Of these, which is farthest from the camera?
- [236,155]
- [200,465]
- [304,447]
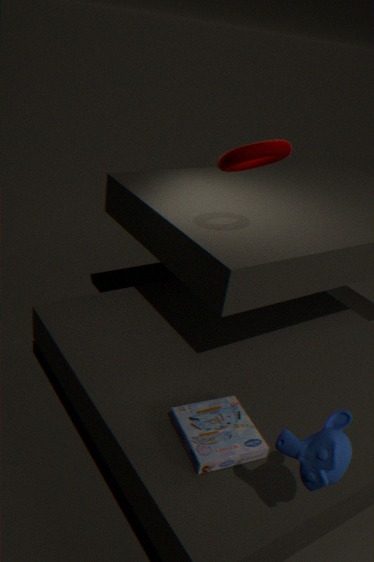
[236,155]
